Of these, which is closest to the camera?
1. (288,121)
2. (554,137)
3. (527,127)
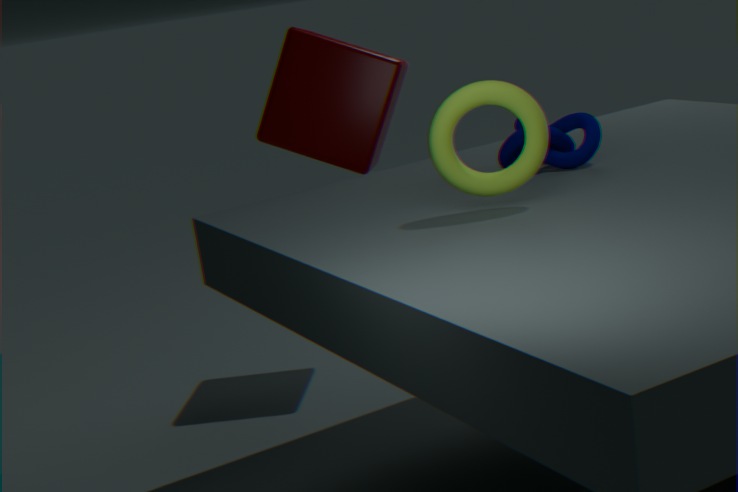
(527,127)
